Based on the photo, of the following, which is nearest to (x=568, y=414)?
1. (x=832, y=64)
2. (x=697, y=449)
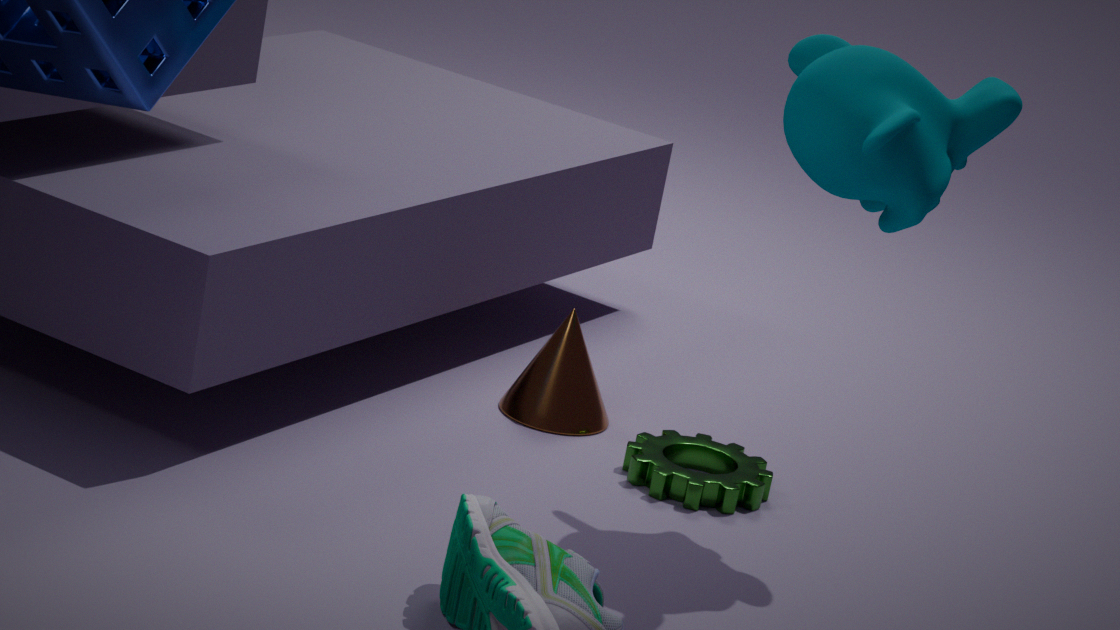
(x=697, y=449)
